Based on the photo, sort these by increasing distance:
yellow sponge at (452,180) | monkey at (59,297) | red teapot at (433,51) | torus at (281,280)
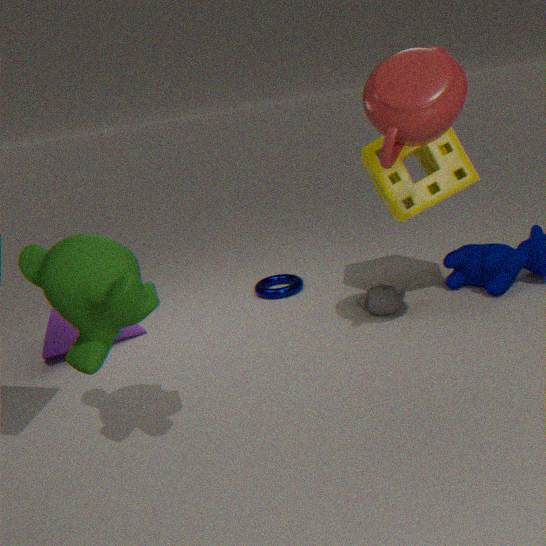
monkey at (59,297)
red teapot at (433,51)
yellow sponge at (452,180)
torus at (281,280)
